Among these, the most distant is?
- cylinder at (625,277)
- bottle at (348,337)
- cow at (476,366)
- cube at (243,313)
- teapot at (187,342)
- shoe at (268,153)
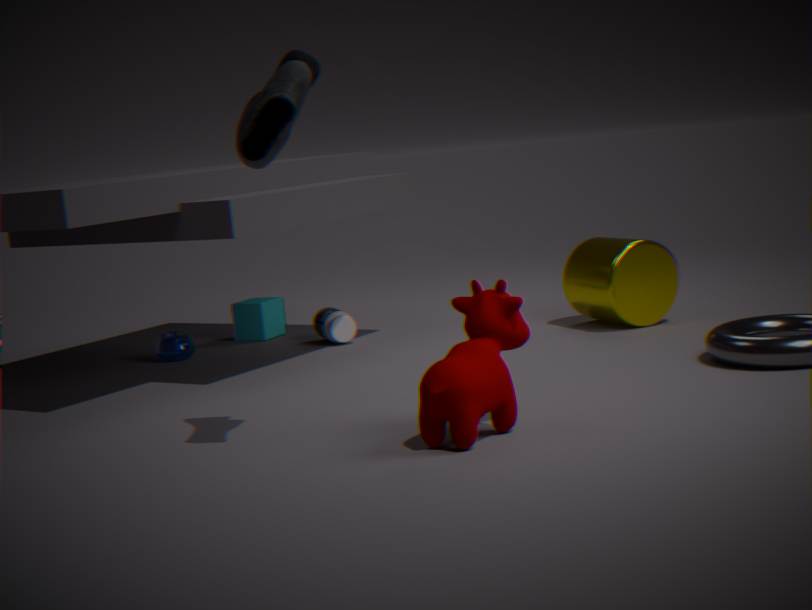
cube at (243,313)
